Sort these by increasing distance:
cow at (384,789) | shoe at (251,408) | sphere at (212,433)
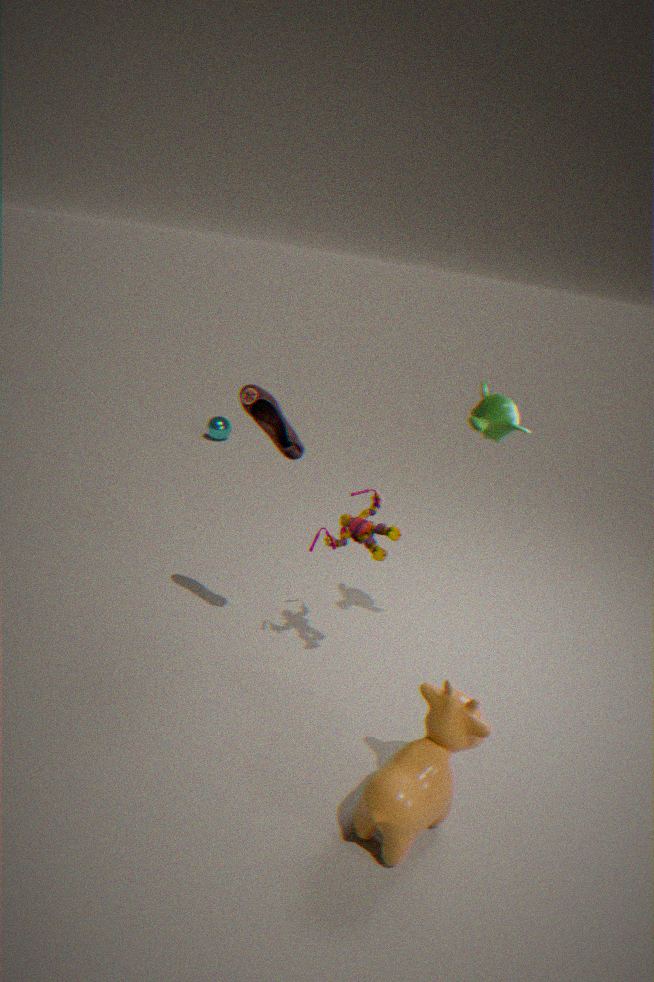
cow at (384,789)
shoe at (251,408)
sphere at (212,433)
